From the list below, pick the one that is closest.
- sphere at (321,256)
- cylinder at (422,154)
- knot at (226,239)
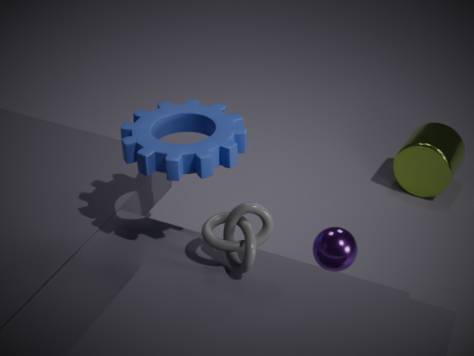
knot at (226,239)
